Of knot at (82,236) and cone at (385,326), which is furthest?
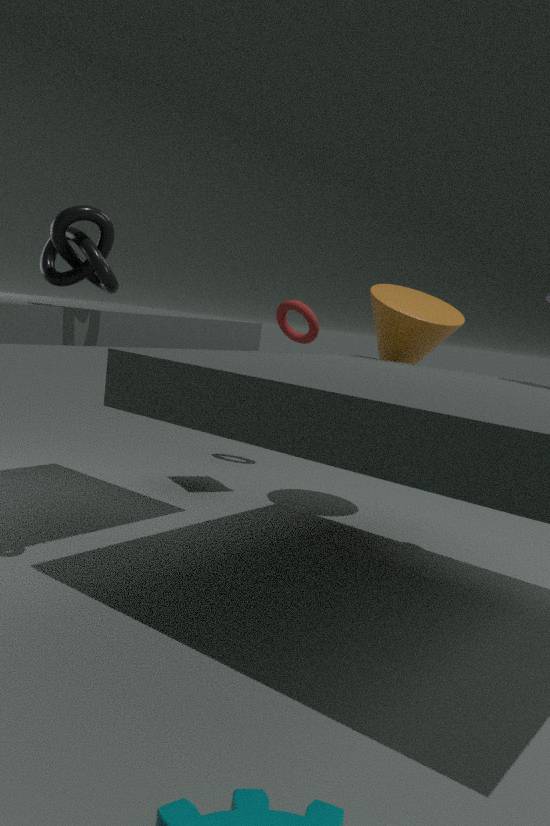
cone at (385,326)
